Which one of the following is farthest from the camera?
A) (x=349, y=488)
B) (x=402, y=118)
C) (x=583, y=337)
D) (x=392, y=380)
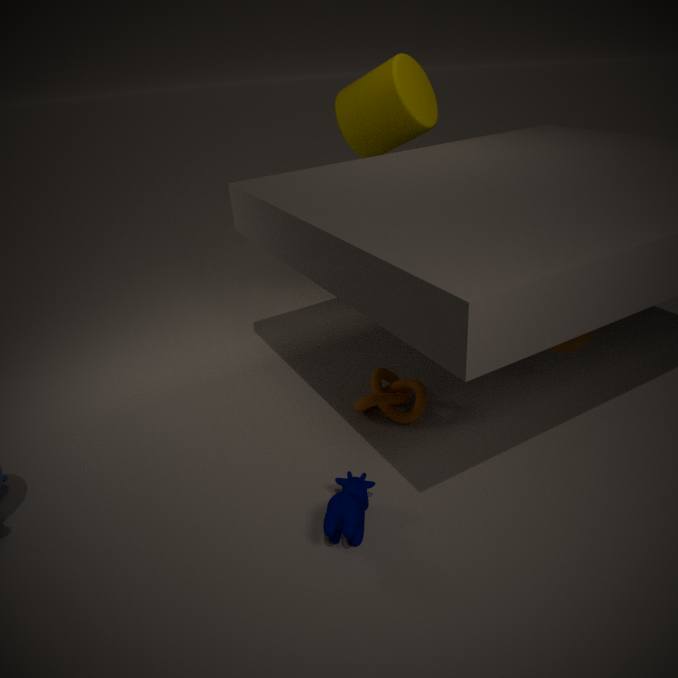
(x=402, y=118)
